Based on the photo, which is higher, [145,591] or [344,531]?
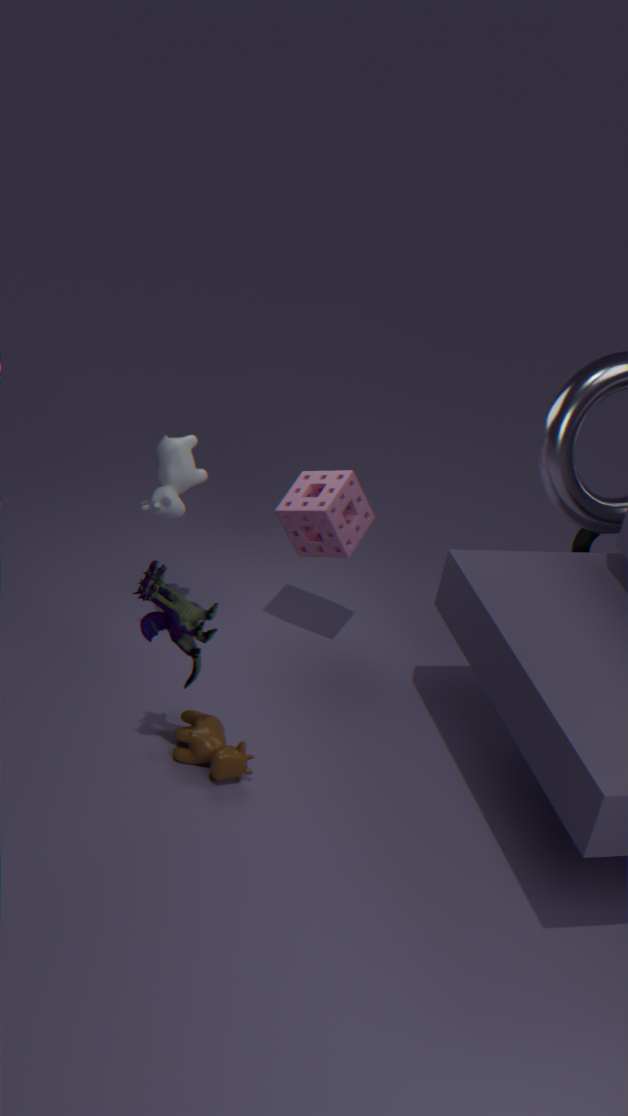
[145,591]
